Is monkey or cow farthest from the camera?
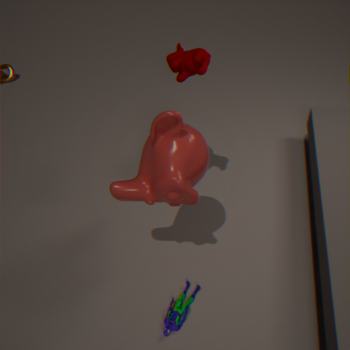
cow
